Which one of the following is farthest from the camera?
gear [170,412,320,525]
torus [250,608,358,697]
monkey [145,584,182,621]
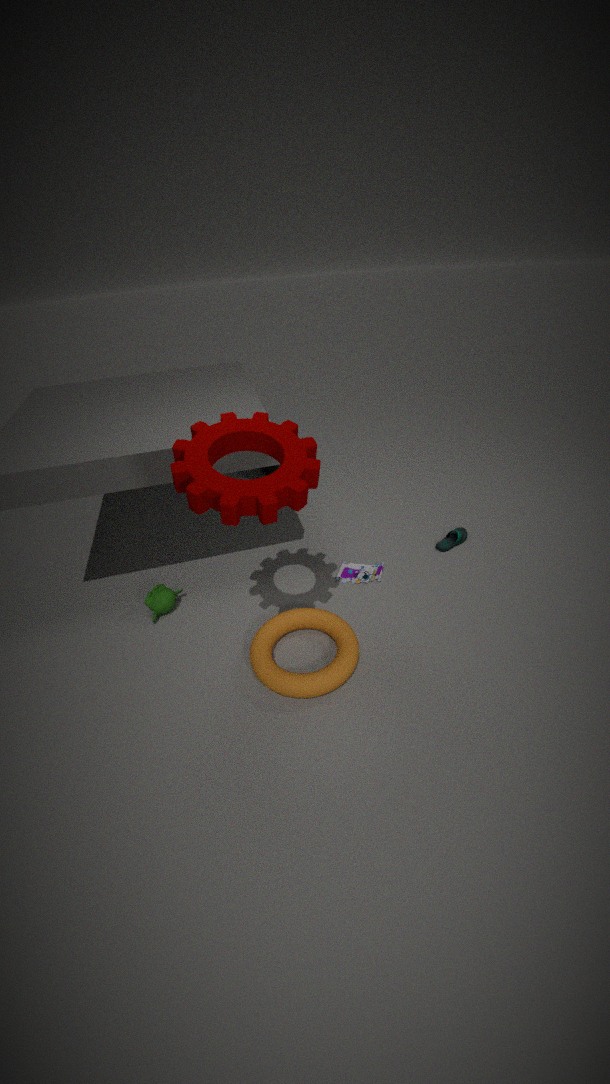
monkey [145,584,182,621]
